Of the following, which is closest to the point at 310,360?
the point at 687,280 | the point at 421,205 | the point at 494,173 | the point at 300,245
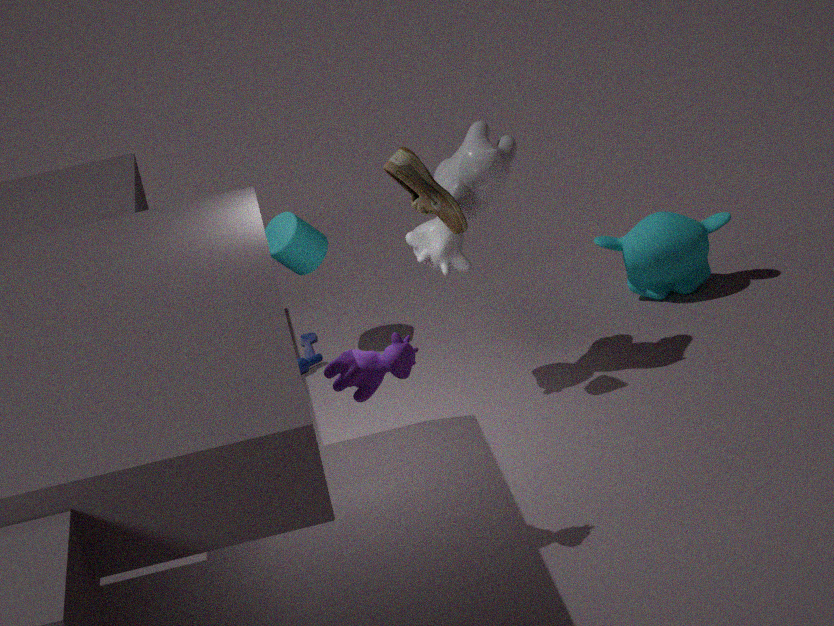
the point at 300,245
